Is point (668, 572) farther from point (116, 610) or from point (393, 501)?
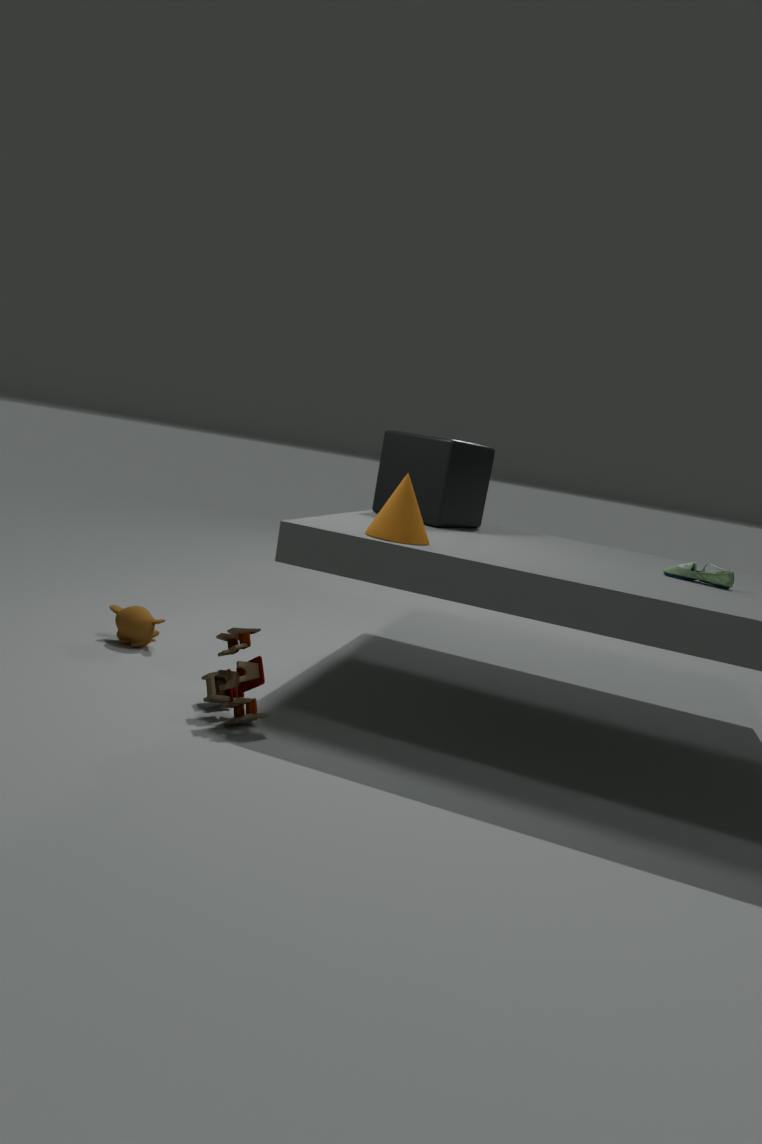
point (116, 610)
